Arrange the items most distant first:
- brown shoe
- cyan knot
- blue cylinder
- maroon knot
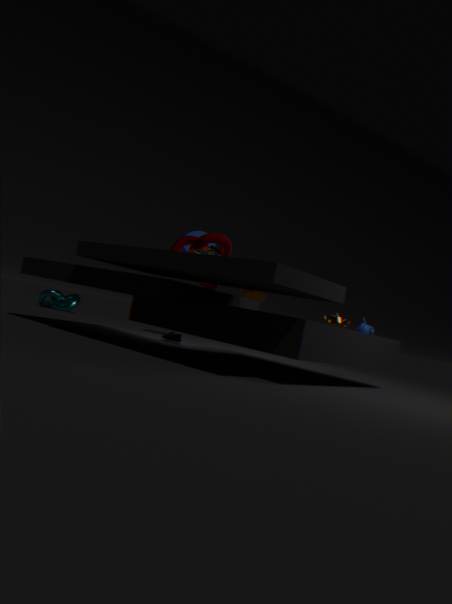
cyan knot < blue cylinder < maroon knot < brown shoe
